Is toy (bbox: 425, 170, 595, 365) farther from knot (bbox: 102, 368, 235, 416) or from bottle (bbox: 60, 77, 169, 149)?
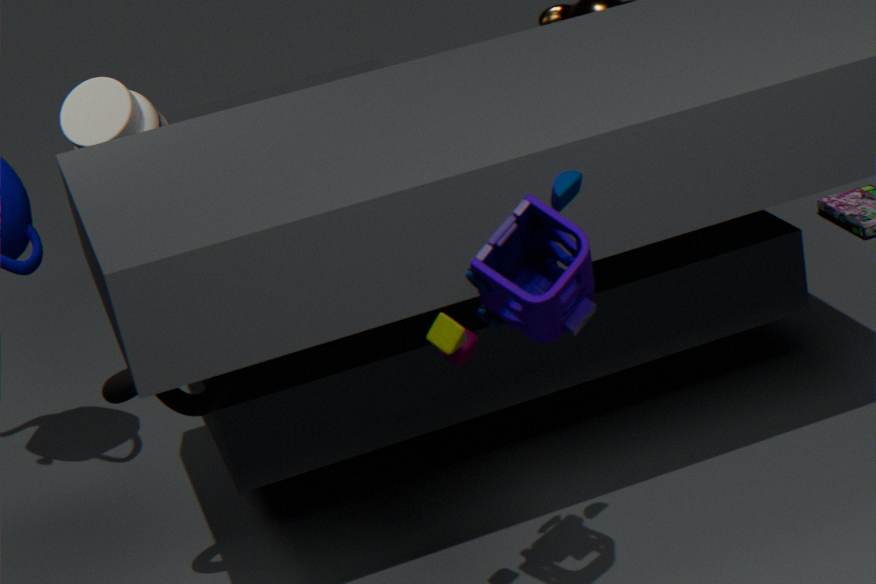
bottle (bbox: 60, 77, 169, 149)
